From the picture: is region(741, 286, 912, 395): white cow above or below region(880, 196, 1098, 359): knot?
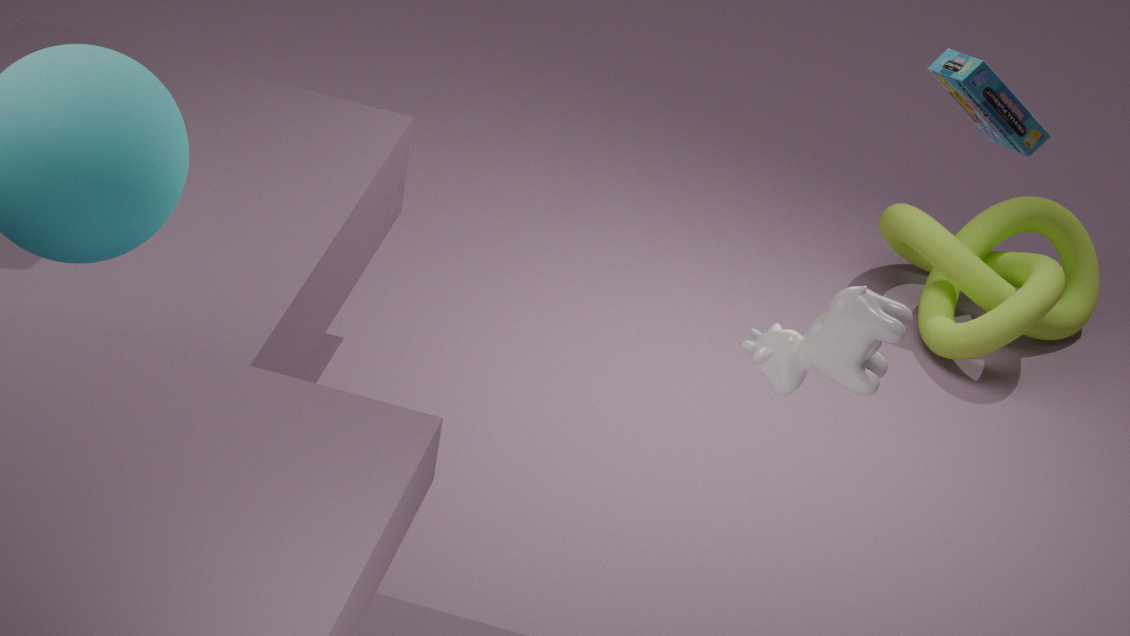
above
